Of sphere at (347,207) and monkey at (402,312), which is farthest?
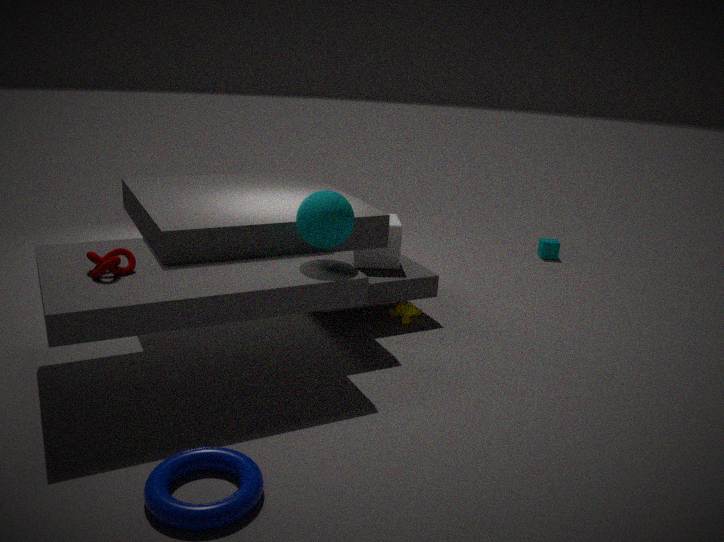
monkey at (402,312)
